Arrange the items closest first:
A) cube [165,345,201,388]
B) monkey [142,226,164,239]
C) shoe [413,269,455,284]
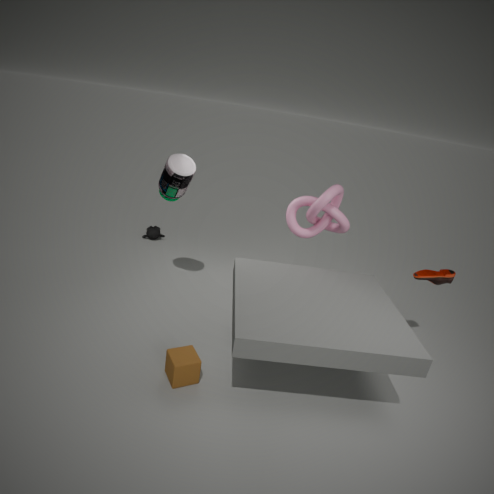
A. cube [165,345,201,388] → C. shoe [413,269,455,284] → B. monkey [142,226,164,239]
